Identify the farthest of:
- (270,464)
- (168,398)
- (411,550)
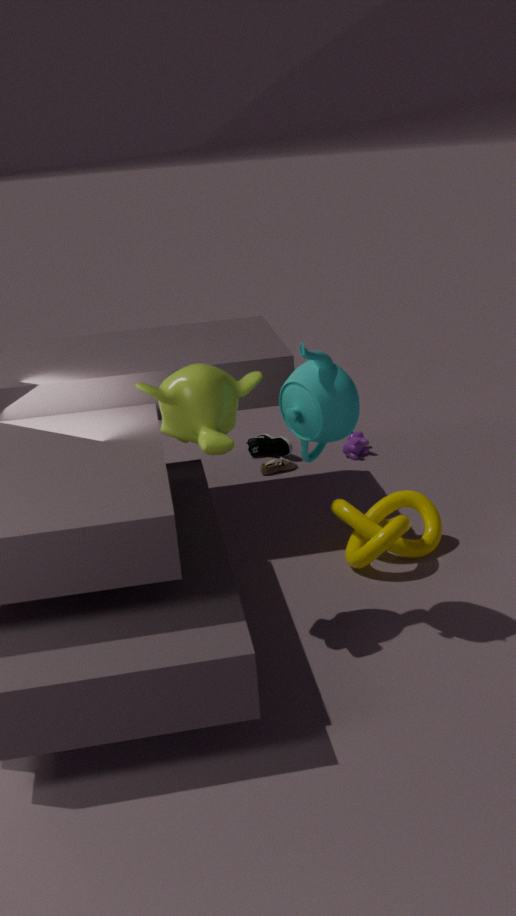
(270,464)
